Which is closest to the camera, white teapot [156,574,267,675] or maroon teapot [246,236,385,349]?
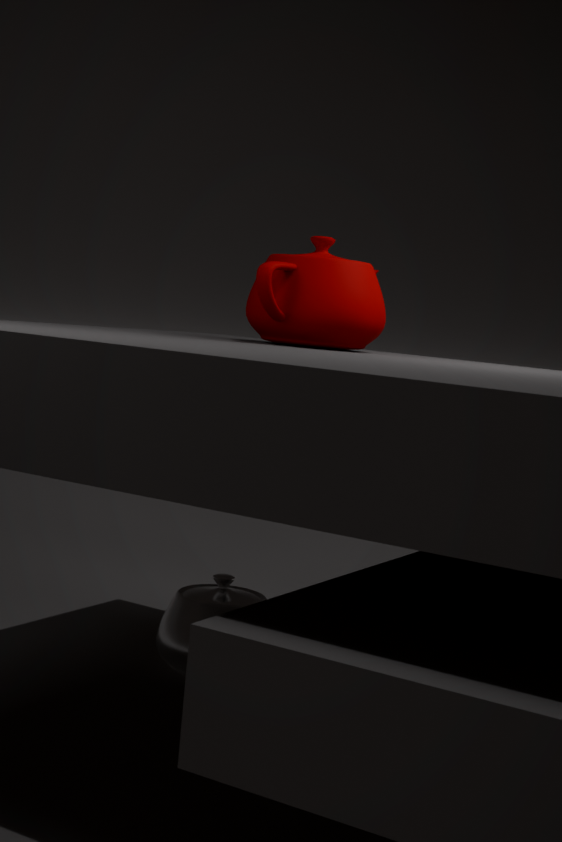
A: maroon teapot [246,236,385,349]
